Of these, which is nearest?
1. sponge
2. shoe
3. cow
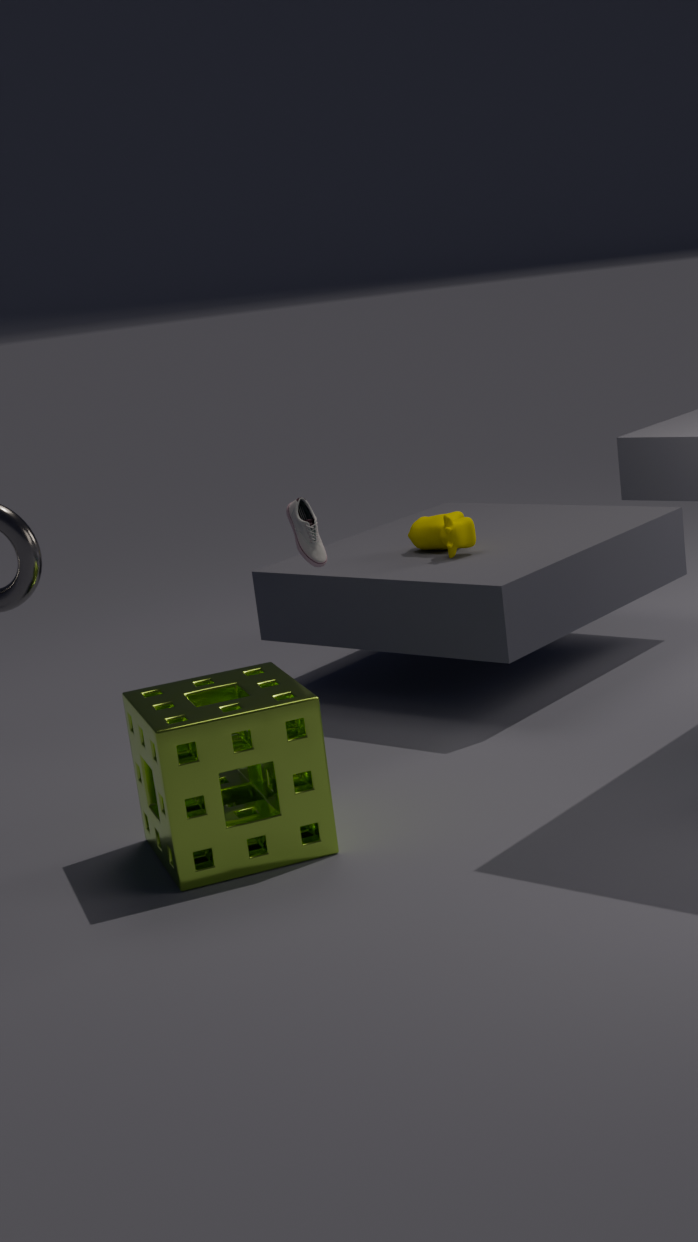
sponge
